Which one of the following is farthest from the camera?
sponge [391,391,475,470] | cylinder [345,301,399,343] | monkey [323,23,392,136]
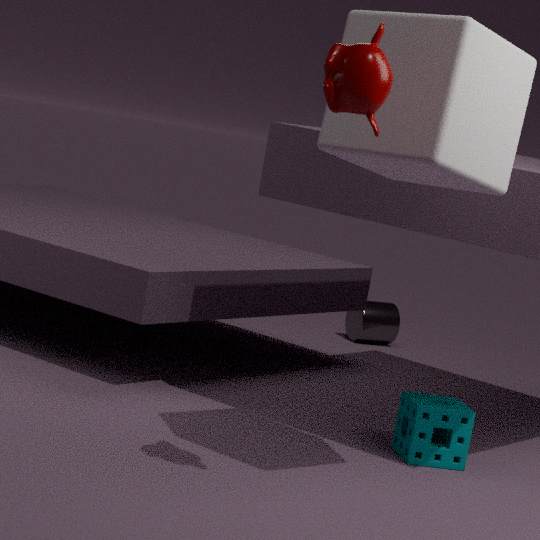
cylinder [345,301,399,343]
